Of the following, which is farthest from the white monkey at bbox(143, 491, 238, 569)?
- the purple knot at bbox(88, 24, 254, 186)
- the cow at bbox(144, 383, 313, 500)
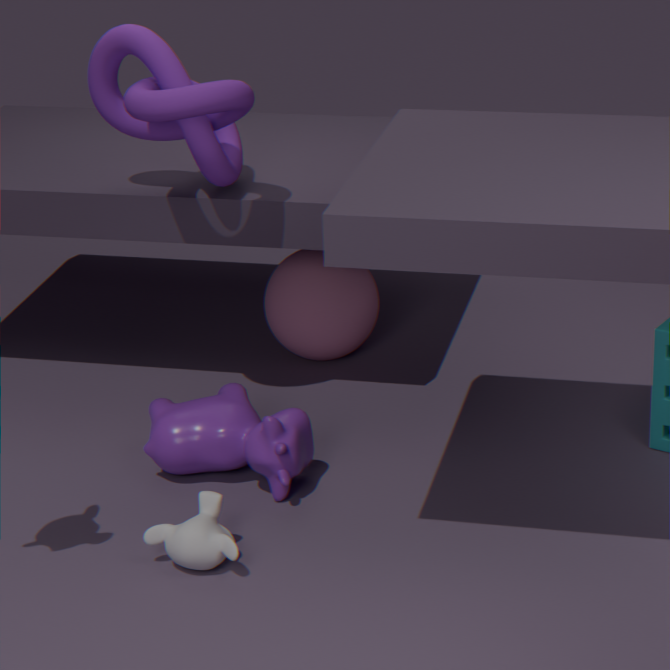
the purple knot at bbox(88, 24, 254, 186)
